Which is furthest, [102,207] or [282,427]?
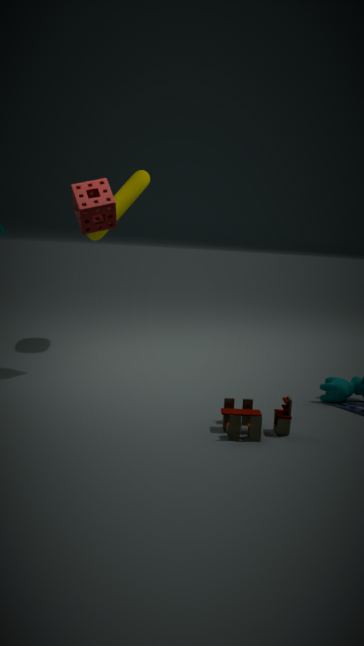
[102,207]
